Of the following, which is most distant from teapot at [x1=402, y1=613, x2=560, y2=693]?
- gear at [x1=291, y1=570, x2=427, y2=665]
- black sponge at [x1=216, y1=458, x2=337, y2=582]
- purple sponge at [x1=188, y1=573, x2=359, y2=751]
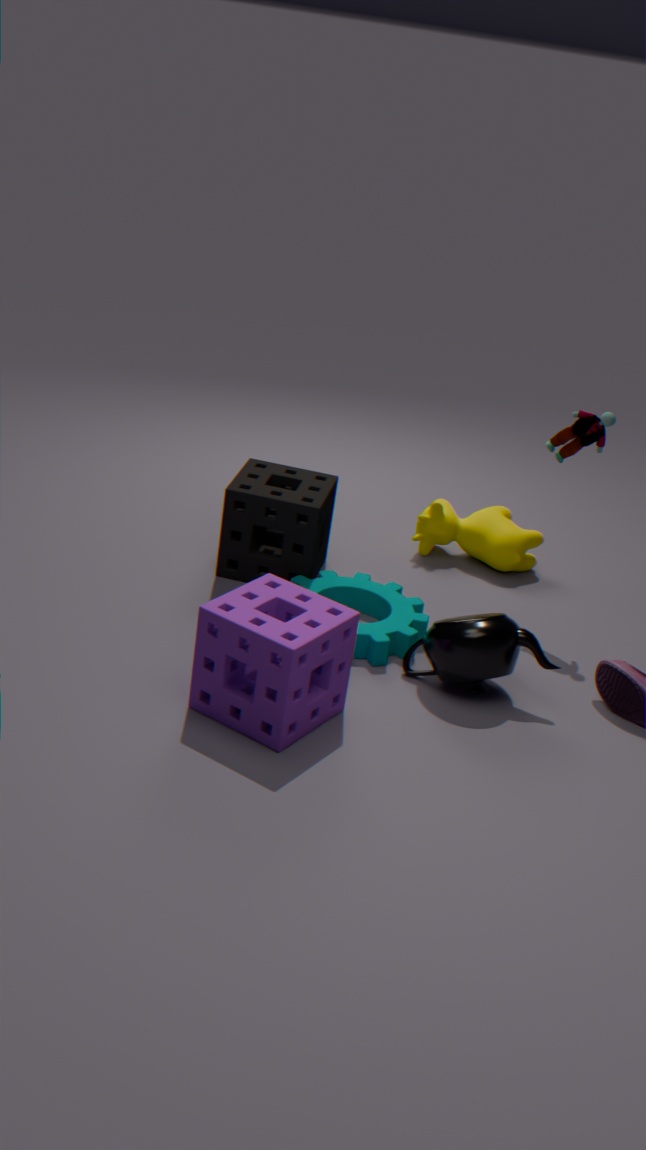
black sponge at [x1=216, y1=458, x2=337, y2=582]
